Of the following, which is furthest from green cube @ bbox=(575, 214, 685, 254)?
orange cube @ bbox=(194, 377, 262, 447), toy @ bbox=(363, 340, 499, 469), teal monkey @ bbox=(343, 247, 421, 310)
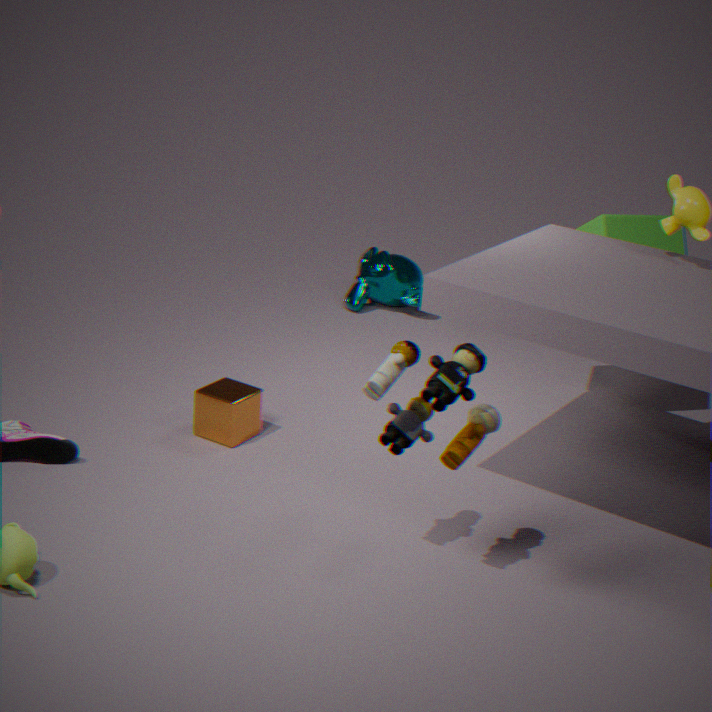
orange cube @ bbox=(194, 377, 262, 447)
